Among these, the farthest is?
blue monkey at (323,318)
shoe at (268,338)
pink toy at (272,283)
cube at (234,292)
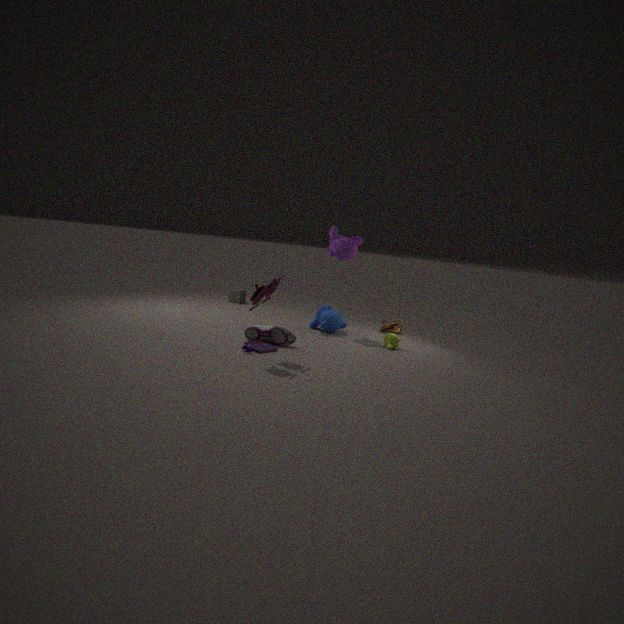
cube at (234,292)
